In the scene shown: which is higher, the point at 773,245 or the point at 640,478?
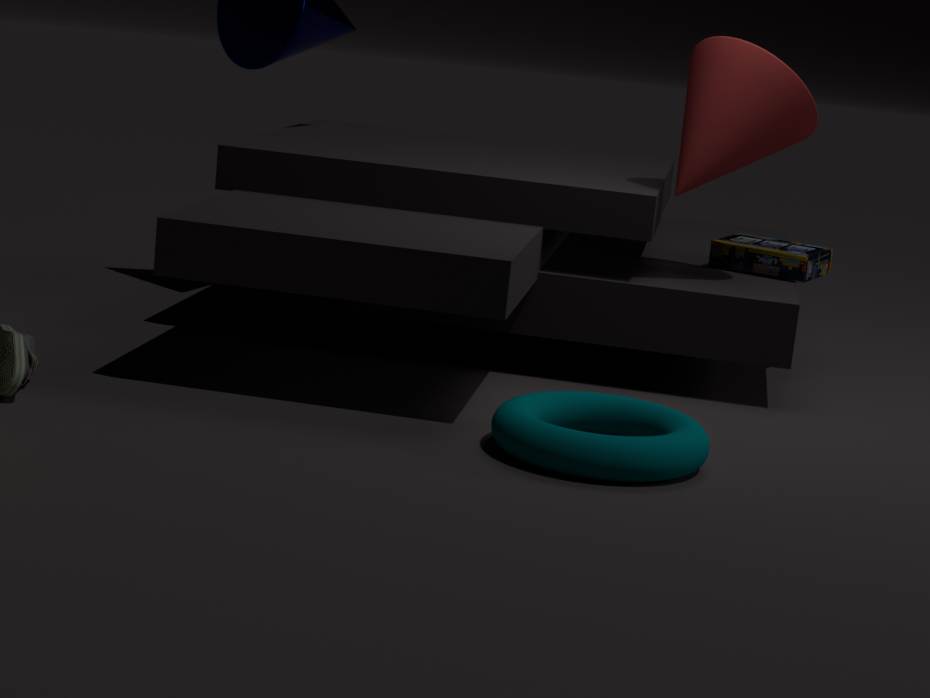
the point at 773,245
